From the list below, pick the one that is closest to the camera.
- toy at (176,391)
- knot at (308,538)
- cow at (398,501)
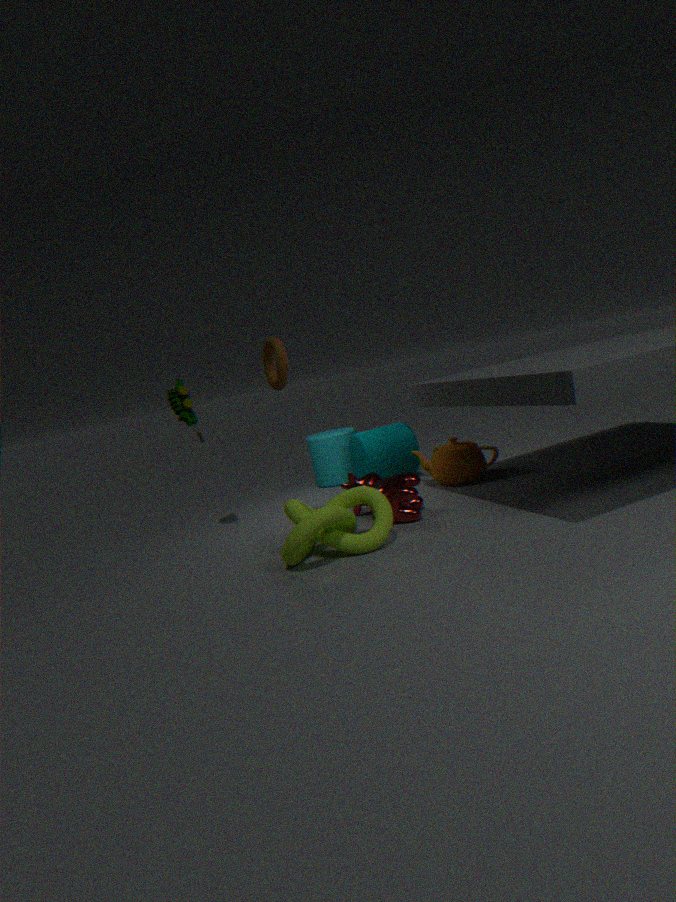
knot at (308,538)
